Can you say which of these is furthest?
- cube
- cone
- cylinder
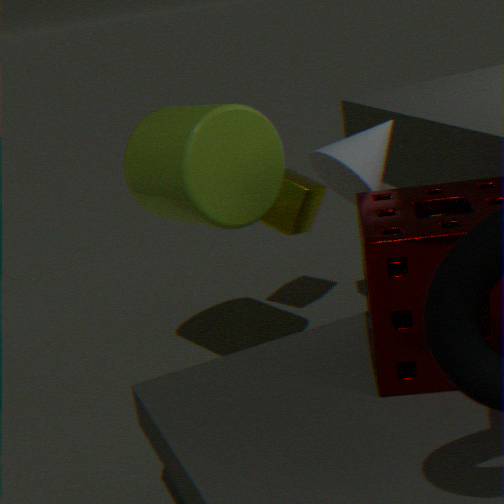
cube
